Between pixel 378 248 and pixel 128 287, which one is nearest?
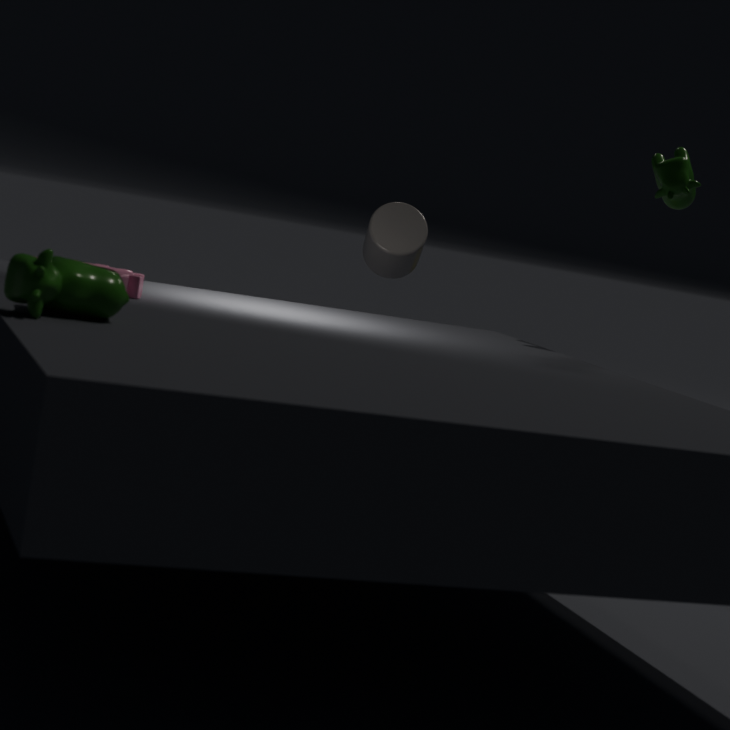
pixel 128 287
